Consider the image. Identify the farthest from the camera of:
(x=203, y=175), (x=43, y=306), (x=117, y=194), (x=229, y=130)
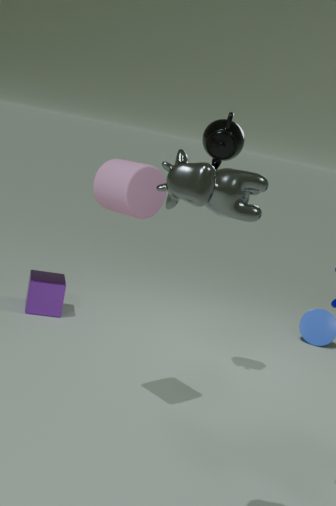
(x=43, y=306)
